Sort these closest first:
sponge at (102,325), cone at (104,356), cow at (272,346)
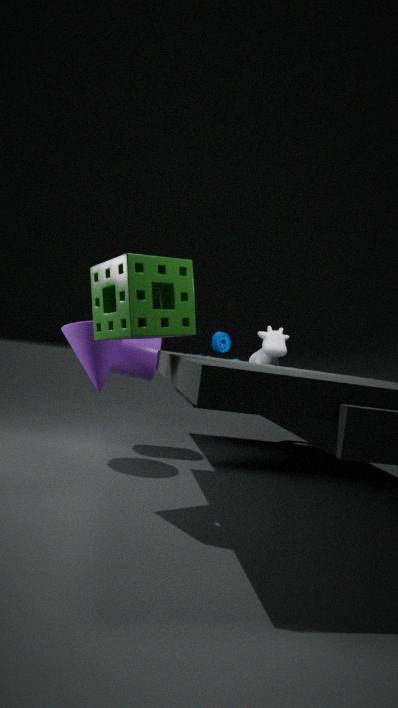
sponge at (102,325) < cone at (104,356) < cow at (272,346)
